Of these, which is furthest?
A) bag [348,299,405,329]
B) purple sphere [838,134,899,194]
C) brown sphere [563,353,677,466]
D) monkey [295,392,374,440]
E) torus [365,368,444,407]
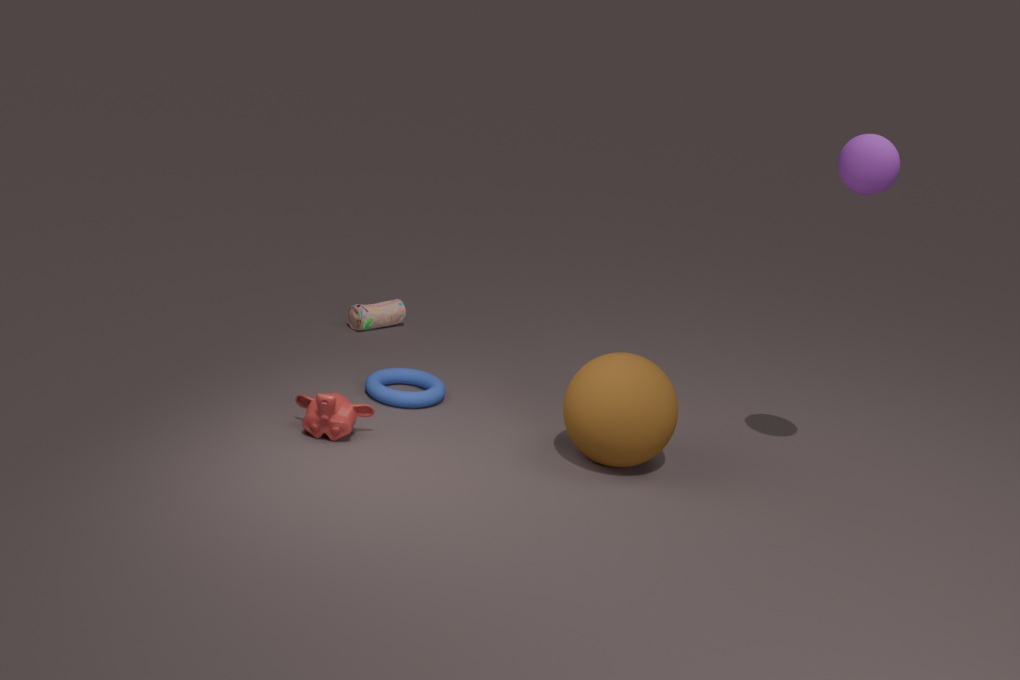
bag [348,299,405,329]
